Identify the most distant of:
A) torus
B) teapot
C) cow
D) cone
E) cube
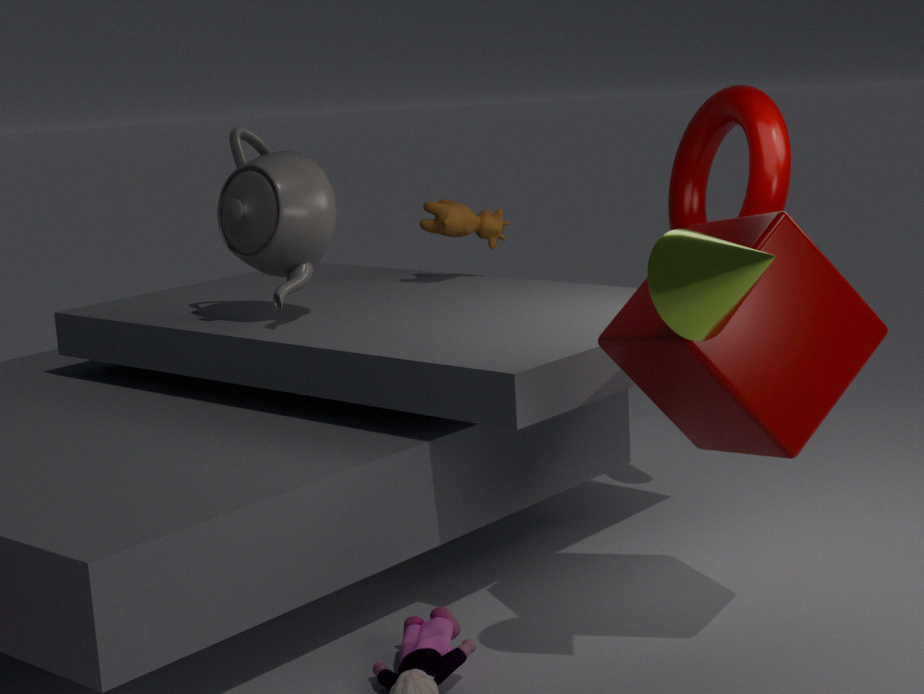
cow
